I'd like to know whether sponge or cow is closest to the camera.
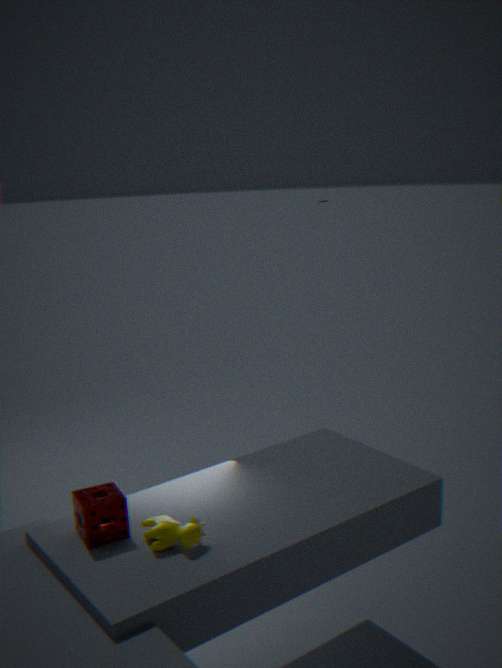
cow
